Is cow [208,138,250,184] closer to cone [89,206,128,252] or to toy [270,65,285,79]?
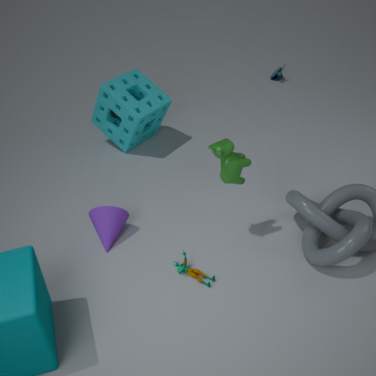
cone [89,206,128,252]
